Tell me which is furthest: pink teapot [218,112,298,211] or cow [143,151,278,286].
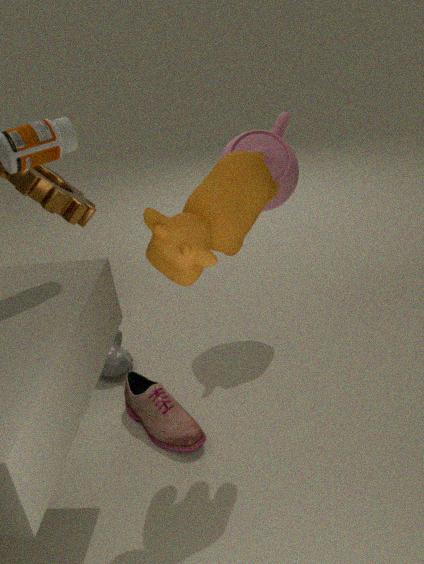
pink teapot [218,112,298,211]
